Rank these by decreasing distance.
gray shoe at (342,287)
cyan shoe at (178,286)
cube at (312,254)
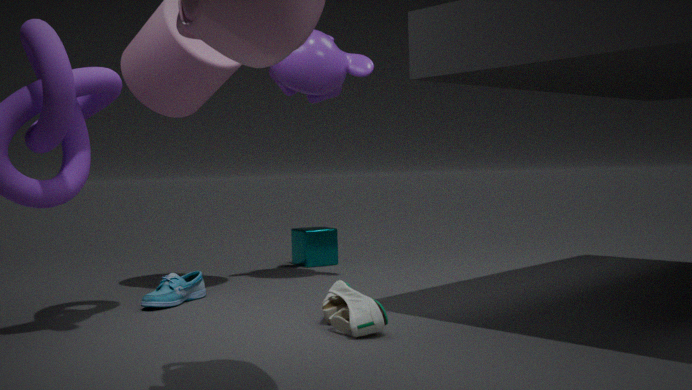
cube at (312,254)
cyan shoe at (178,286)
gray shoe at (342,287)
